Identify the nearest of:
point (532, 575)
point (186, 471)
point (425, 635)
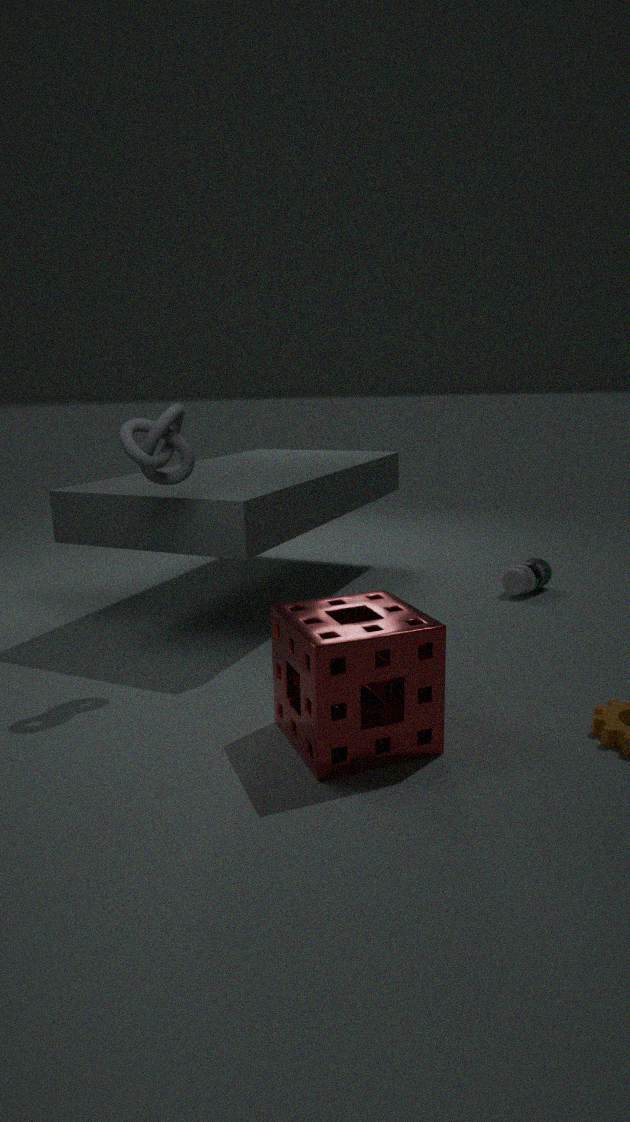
point (425, 635)
